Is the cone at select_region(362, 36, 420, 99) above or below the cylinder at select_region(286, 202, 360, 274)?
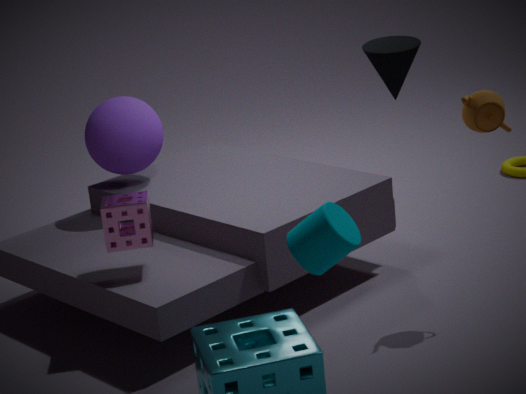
above
